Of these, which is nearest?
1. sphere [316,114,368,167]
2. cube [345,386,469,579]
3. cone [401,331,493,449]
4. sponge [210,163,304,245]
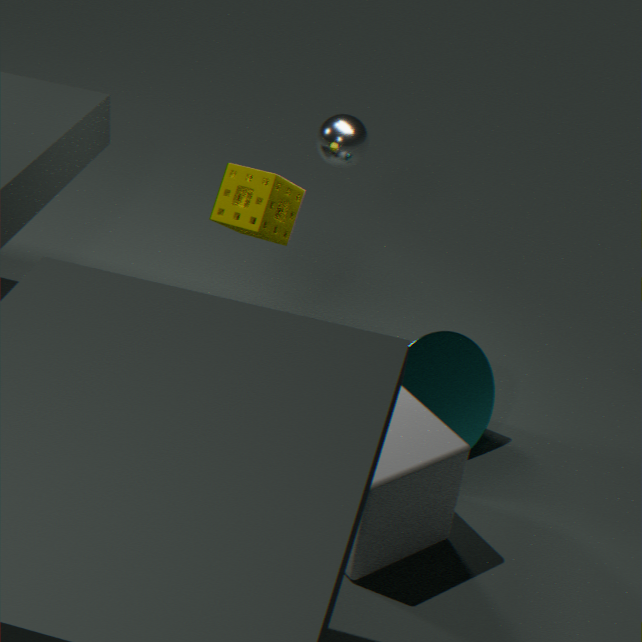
cube [345,386,469,579]
